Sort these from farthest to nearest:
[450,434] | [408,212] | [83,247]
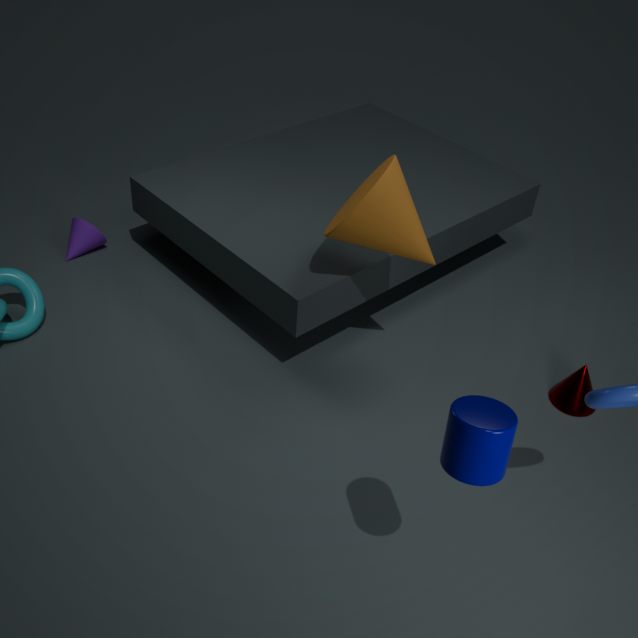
[83,247] → [408,212] → [450,434]
